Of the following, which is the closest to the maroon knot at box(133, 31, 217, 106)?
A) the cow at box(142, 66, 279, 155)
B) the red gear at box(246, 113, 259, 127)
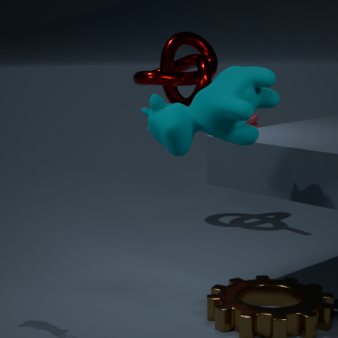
the red gear at box(246, 113, 259, 127)
